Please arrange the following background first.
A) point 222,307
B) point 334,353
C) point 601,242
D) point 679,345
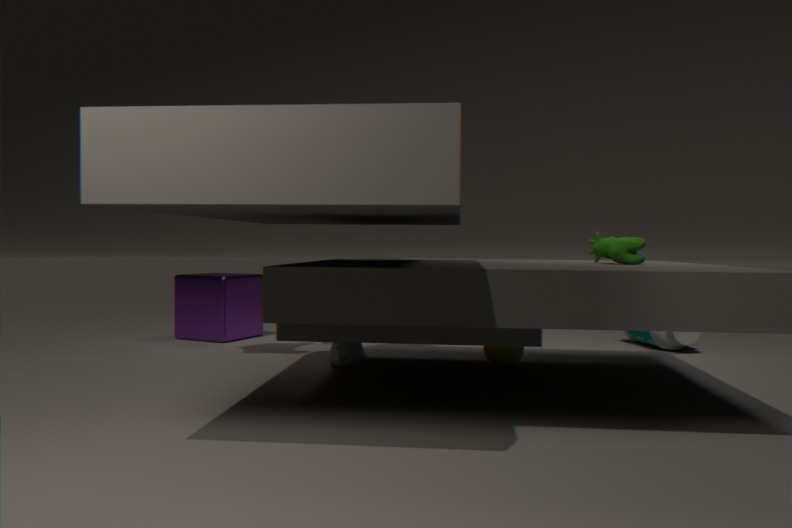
point 222,307, point 679,345, point 334,353, point 601,242
